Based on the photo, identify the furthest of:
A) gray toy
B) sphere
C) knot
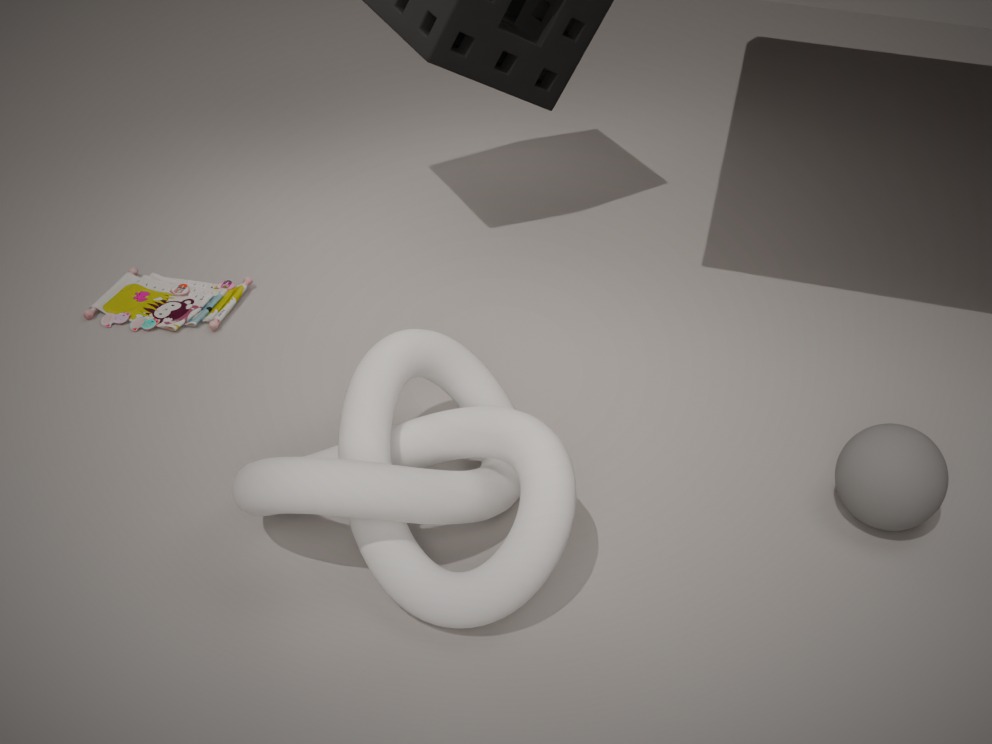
gray toy
